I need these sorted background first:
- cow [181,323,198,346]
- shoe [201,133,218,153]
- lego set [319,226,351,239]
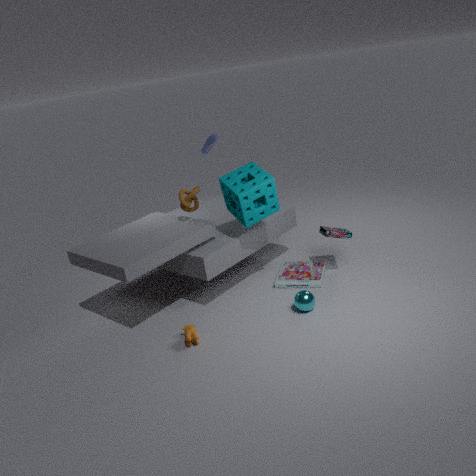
1. shoe [201,133,218,153]
2. lego set [319,226,351,239]
3. cow [181,323,198,346]
